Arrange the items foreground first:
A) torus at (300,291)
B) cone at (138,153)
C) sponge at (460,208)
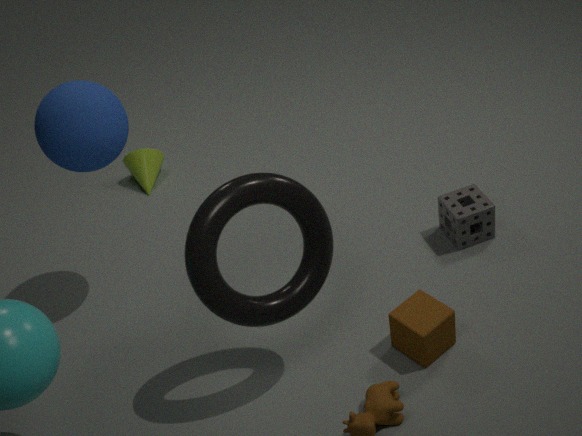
torus at (300,291) → sponge at (460,208) → cone at (138,153)
